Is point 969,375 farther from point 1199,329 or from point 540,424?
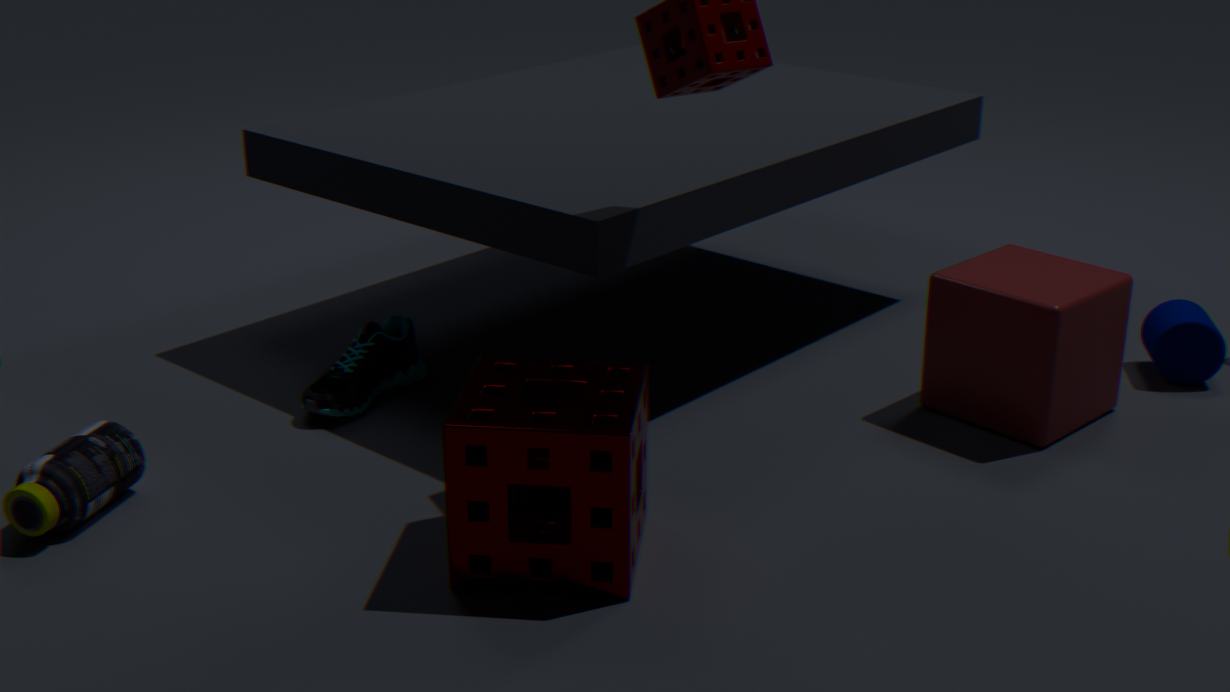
point 540,424
